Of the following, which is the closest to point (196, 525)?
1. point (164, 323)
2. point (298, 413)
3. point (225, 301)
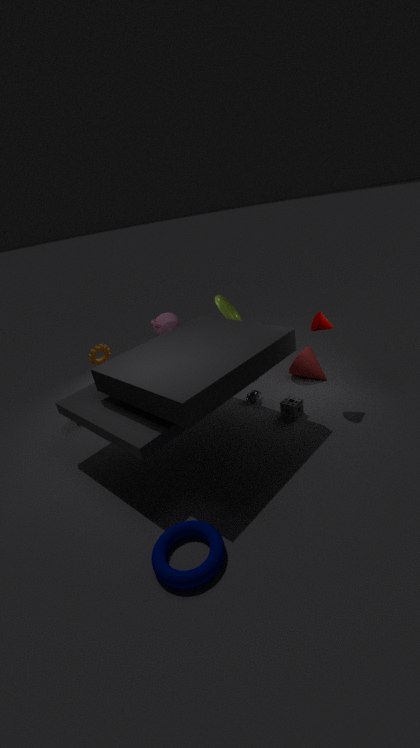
point (298, 413)
